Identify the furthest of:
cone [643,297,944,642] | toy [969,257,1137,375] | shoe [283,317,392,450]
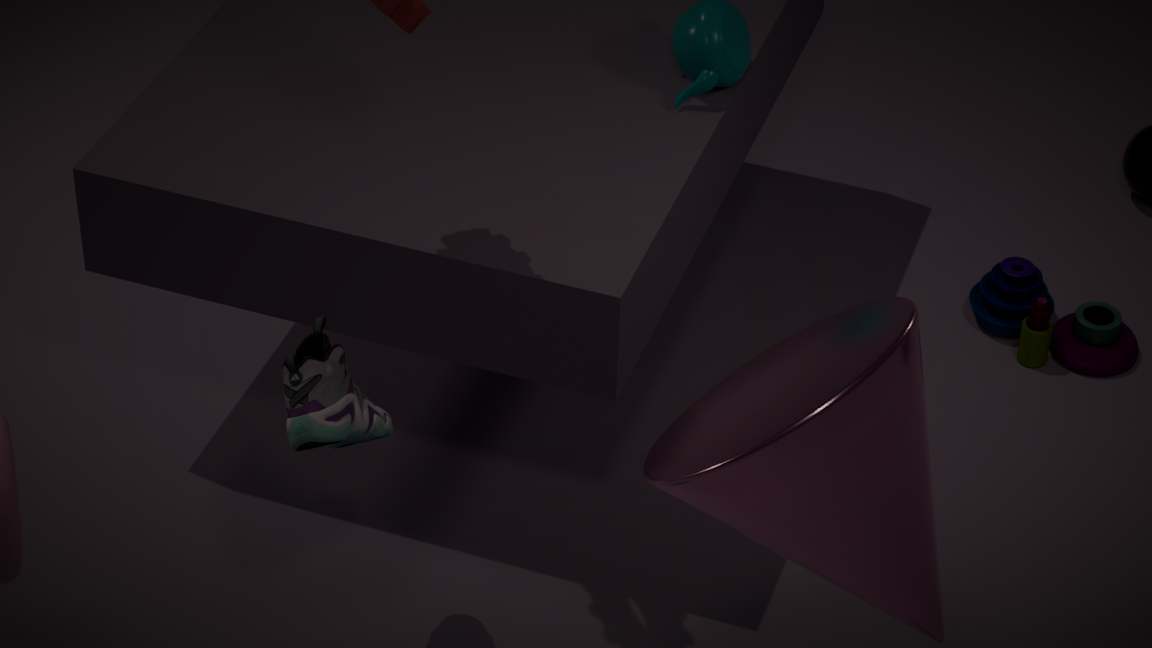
toy [969,257,1137,375]
